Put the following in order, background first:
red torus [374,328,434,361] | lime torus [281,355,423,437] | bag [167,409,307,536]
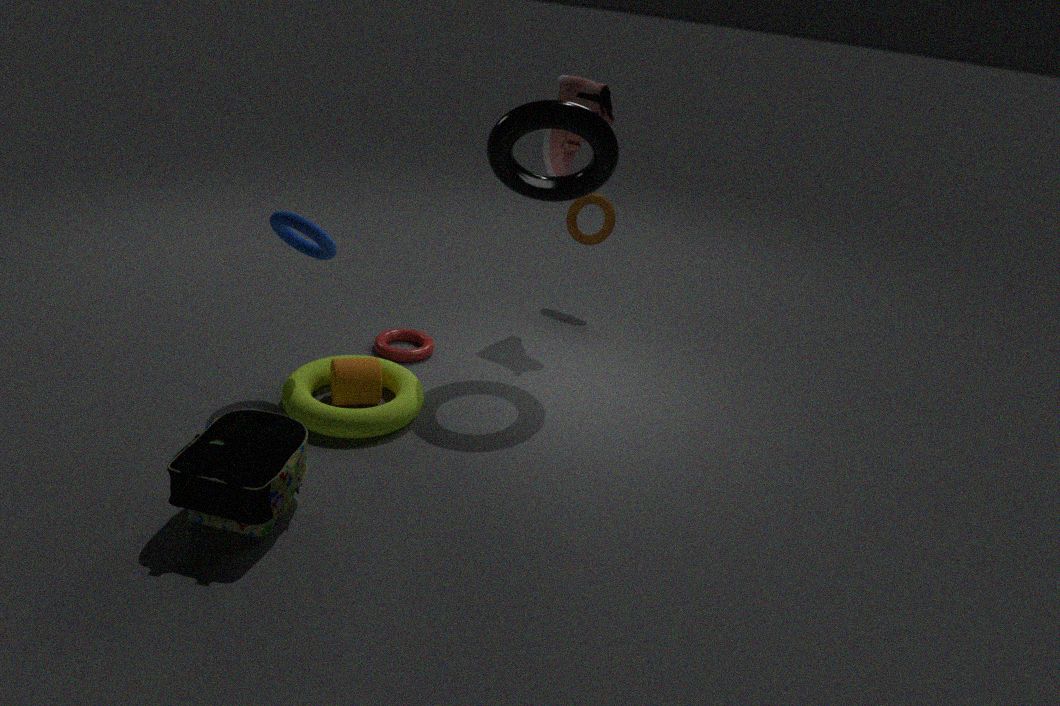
red torus [374,328,434,361], lime torus [281,355,423,437], bag [167,409,307,536]
